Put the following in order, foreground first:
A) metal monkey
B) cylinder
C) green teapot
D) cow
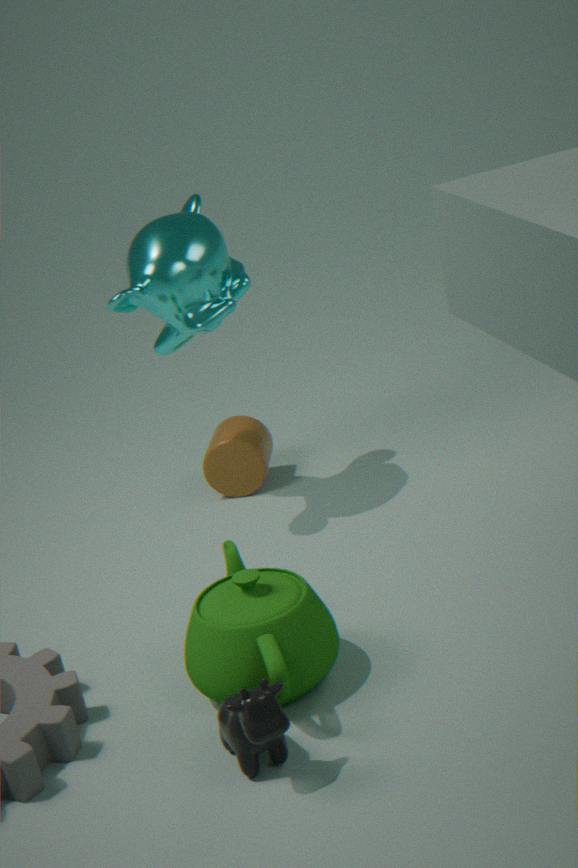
cow
green teapot
metal monkey
cylinder
